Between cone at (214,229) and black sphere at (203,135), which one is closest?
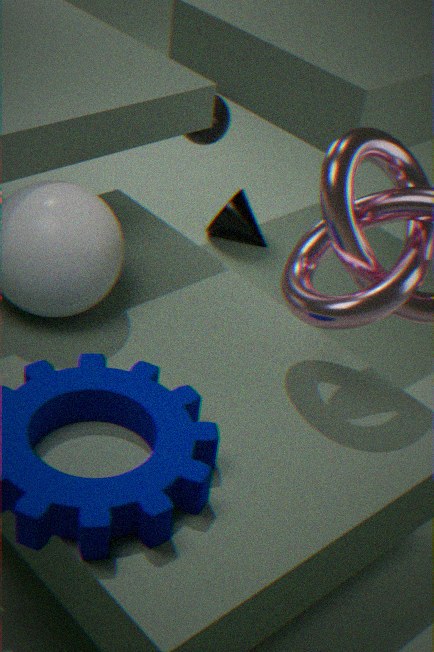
black sphere at (203,135)
